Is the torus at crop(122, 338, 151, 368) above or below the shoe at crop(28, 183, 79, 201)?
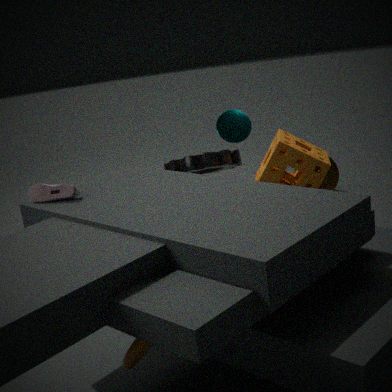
below
